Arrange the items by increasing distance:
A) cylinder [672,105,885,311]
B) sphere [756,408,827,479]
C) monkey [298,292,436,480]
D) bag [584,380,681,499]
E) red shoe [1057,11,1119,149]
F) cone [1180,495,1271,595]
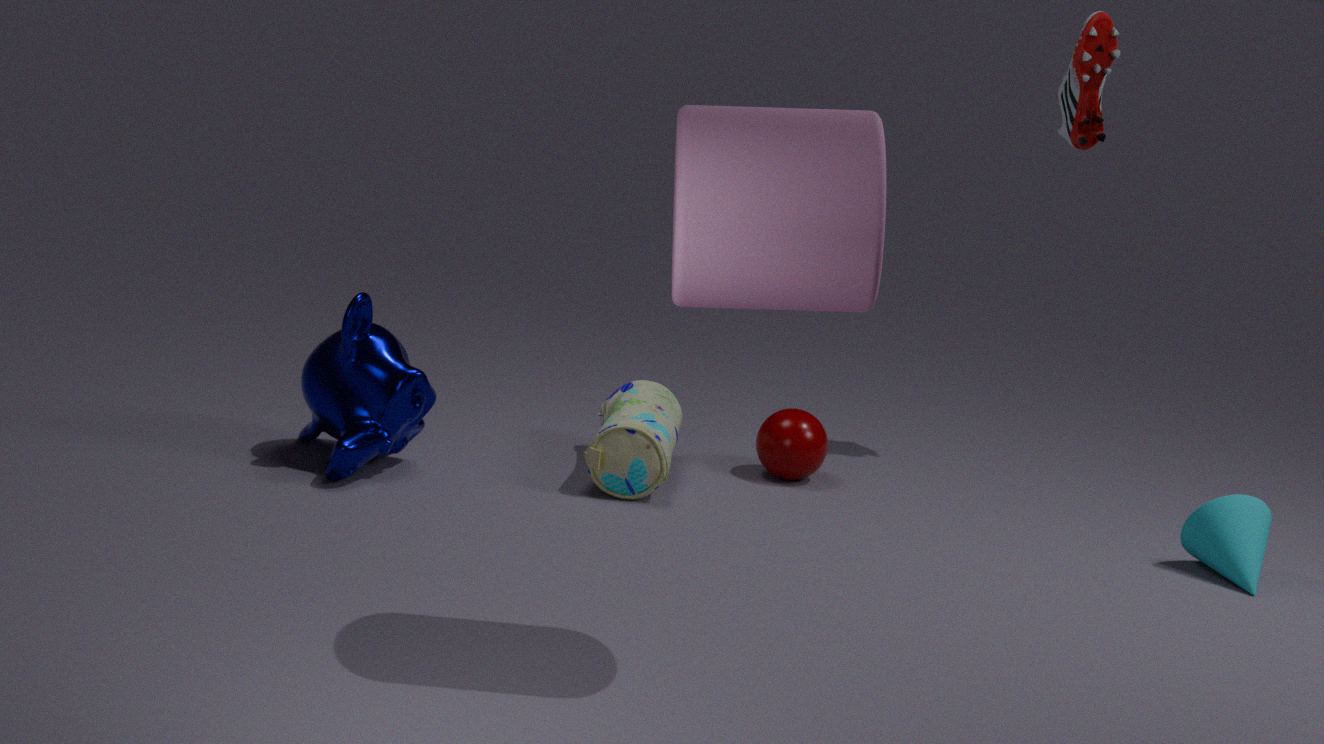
cylinder [672,105,885,311]
cone [1180,495,1271,595]
monkey [298,292,436,480]
bag [584,380,681,499]
sphere [756,408,827,479]
red shoe [1057,11,1119,149]
